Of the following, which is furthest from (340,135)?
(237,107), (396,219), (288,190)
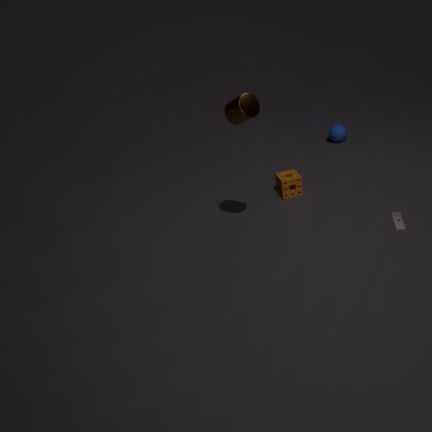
(237,107)
